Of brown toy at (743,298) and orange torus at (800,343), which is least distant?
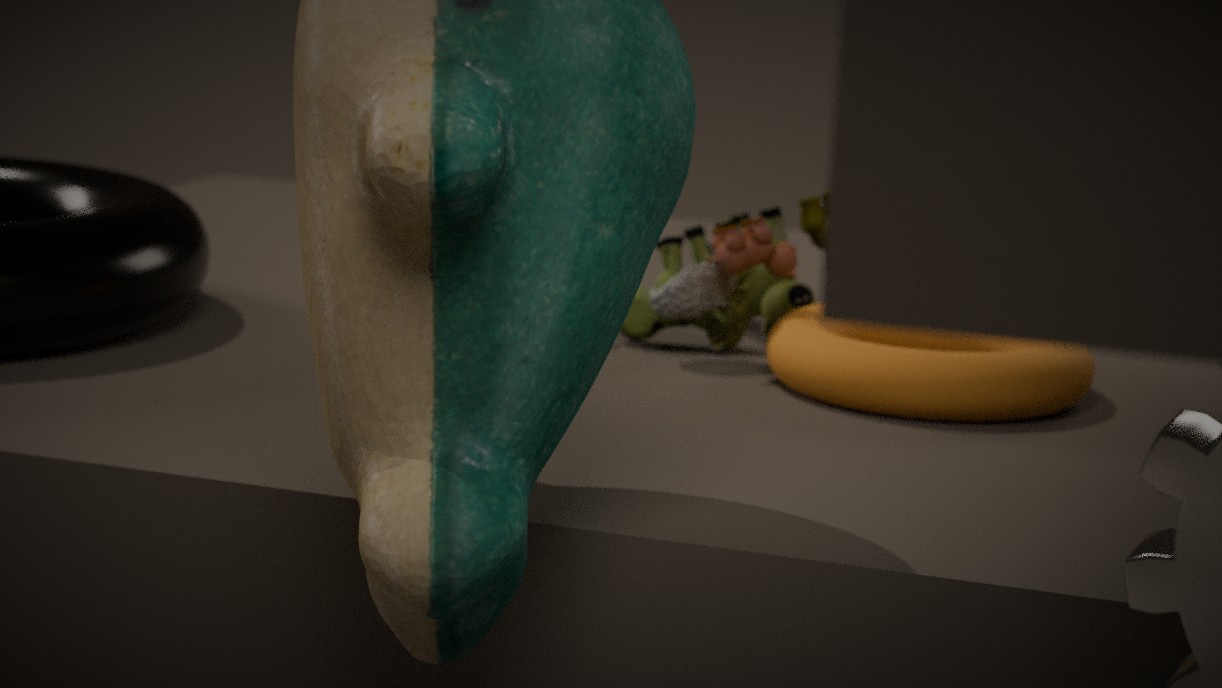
orange torus at (800,343)
